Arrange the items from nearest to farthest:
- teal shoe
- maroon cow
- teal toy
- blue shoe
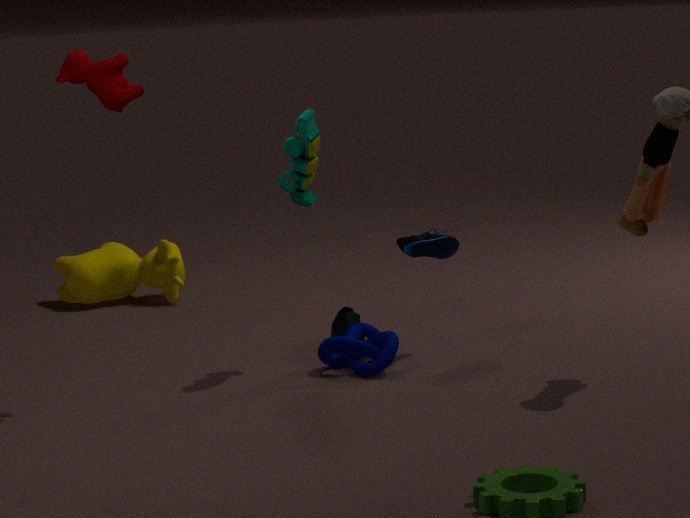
maroon cow → teal toy → blue shoe → teal shoe
